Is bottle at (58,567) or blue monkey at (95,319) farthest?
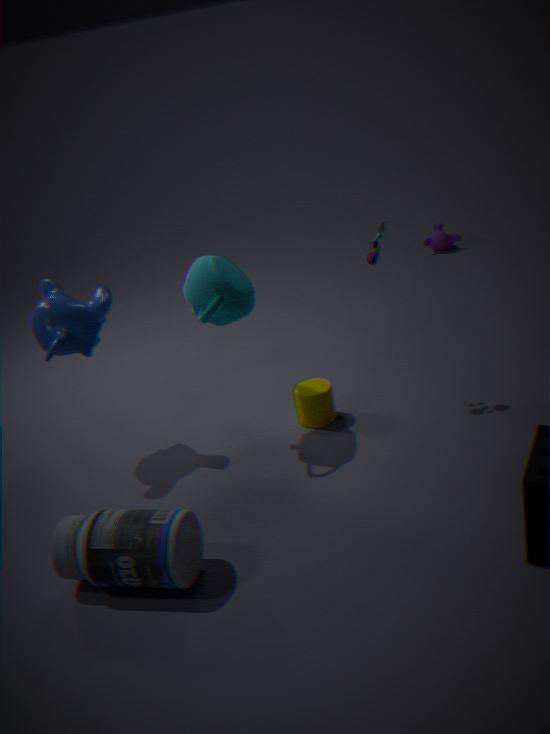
blue monkey at (95,319)
